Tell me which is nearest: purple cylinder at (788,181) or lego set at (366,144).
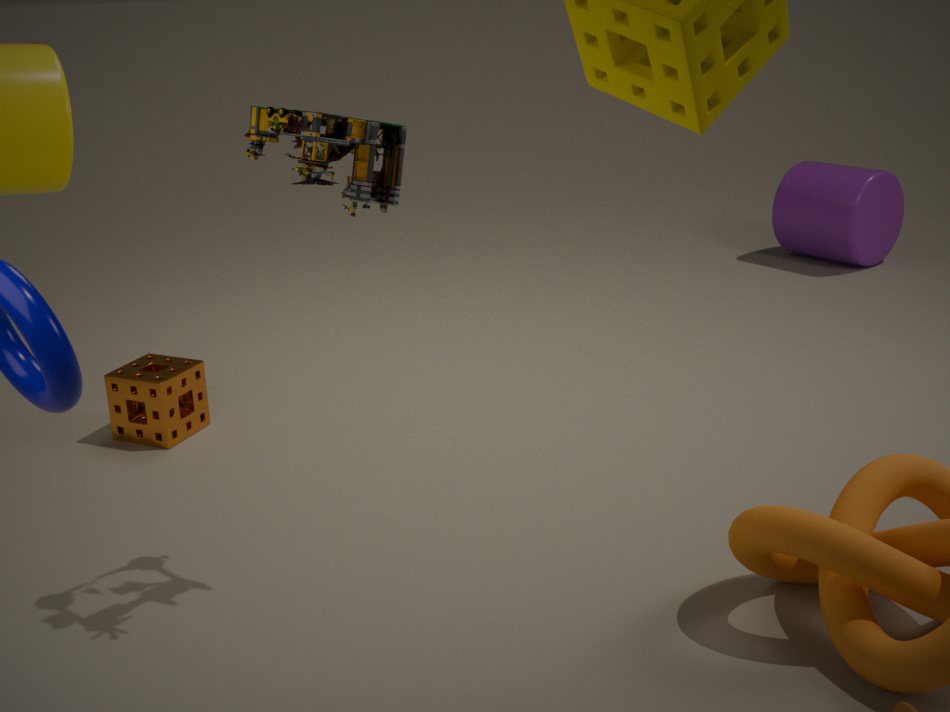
lego set at (366,144)
